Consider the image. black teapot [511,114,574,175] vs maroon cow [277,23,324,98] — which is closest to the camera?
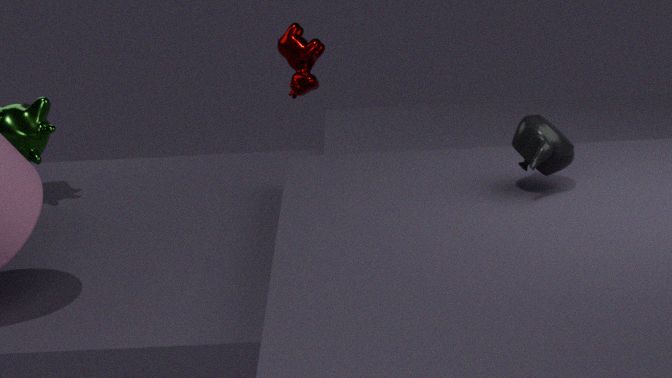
black teapot [511,114,574,175]
